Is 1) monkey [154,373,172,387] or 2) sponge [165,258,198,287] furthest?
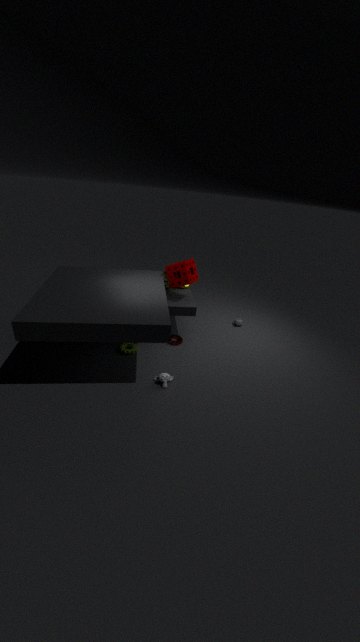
2. sponge [165,258,198,287]
